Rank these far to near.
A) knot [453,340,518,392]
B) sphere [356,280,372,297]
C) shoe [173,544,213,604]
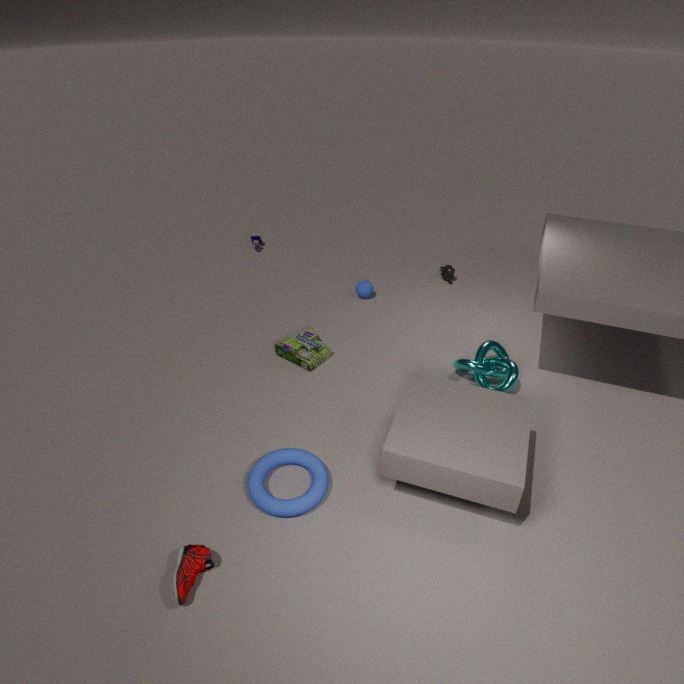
B. sphere [356,280,372,297]
A. knot [453,340,518,392]
C. shoe [173,544,213,604]
